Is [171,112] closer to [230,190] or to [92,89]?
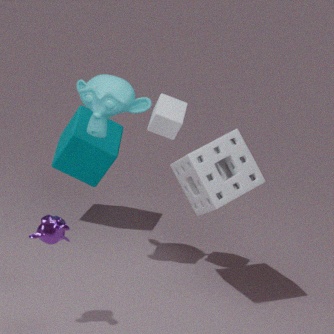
[92,89]
